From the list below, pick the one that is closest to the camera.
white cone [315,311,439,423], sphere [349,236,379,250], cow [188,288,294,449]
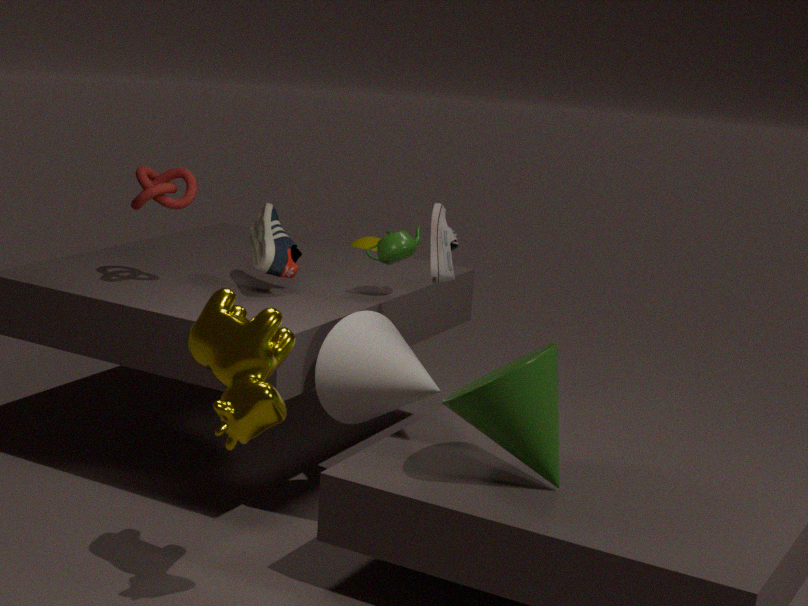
cow [188,288,294,449]
